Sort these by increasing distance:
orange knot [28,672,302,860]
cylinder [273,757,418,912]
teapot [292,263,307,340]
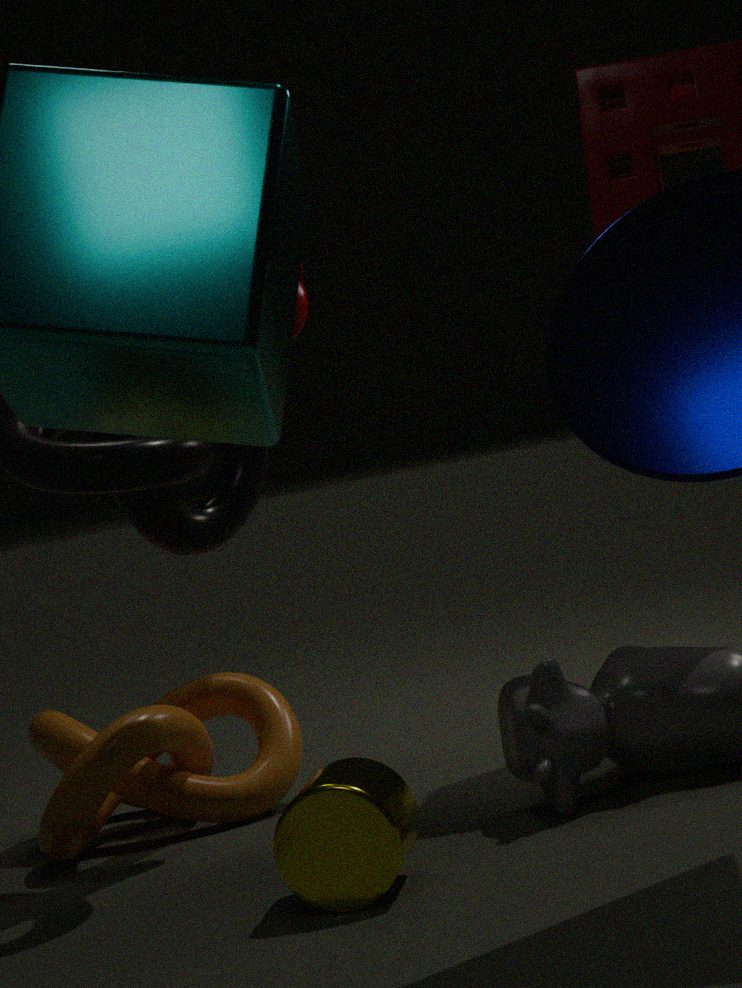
cylinder [273,757,418,912] < orange knot [28,672,302,860] < teapot [292,263,307,340]
